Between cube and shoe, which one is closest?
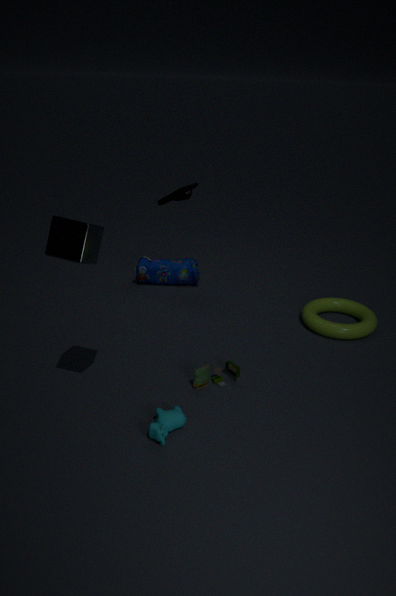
cube
